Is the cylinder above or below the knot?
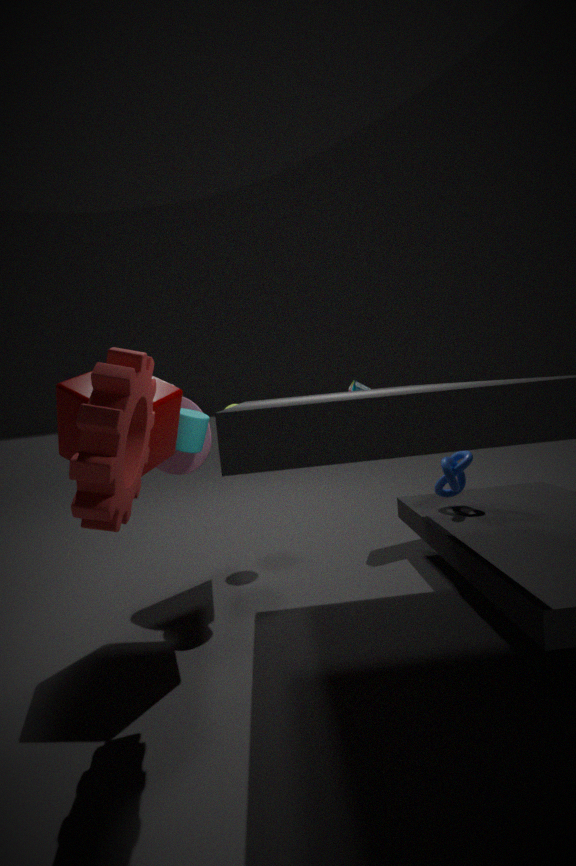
above
